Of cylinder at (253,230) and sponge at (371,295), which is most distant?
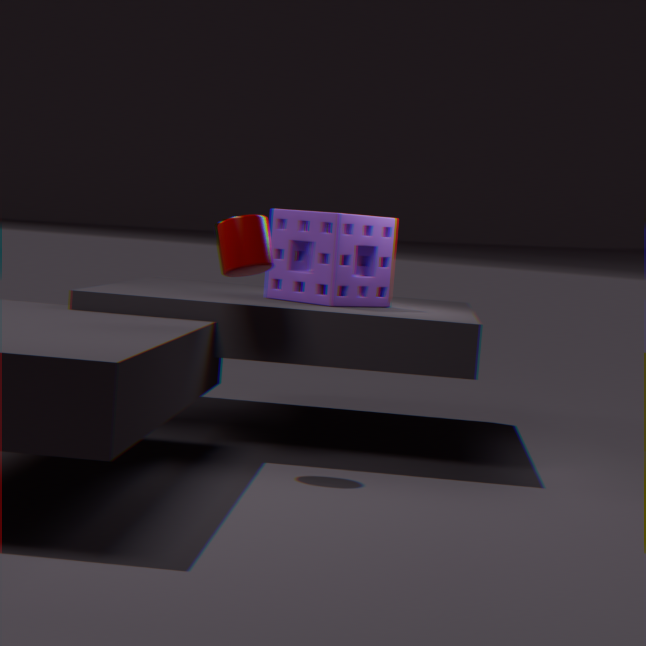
sponge at (371,295)
